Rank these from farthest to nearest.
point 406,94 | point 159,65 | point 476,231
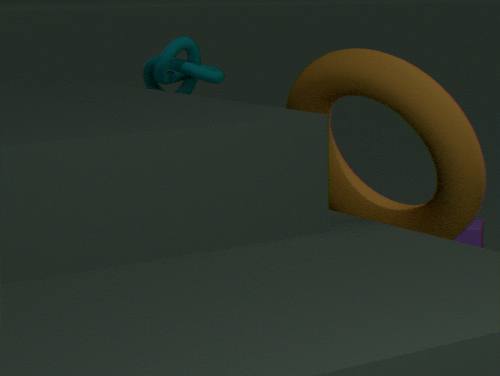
point 476,231 < point 159,65 < point 406,94
